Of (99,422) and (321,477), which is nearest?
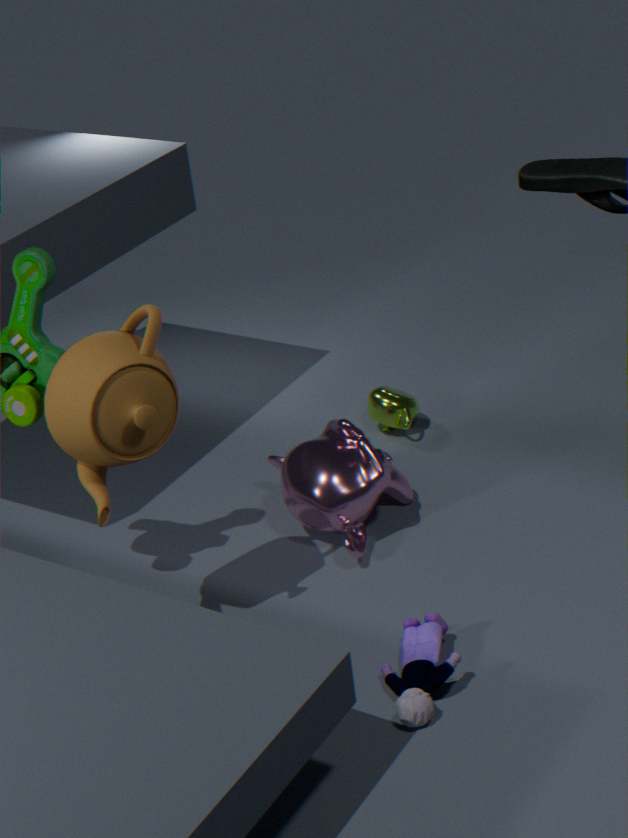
(99,422)
